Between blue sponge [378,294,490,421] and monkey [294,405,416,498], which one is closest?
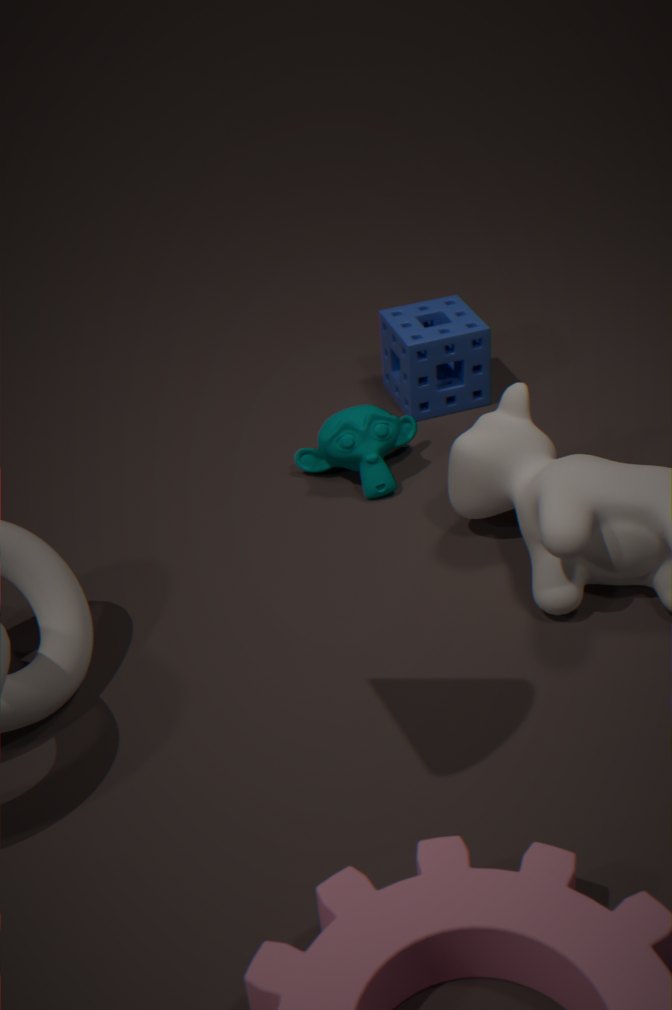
monkey [294,405,416,498]
